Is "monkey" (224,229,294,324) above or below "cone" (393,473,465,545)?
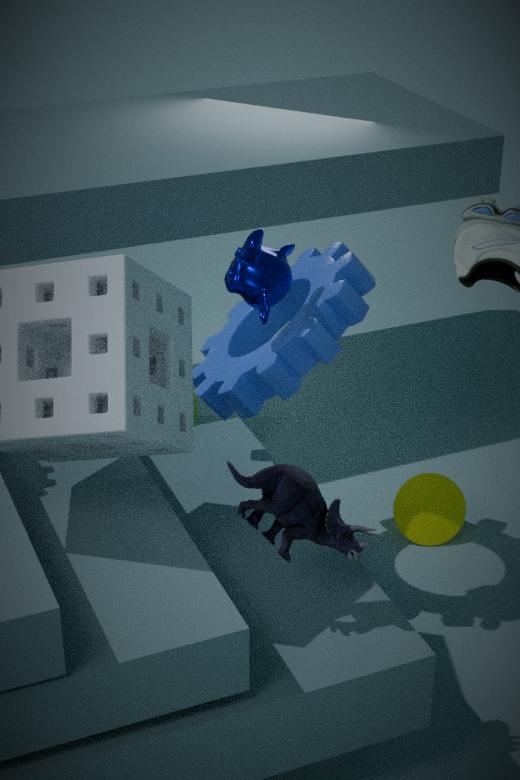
above
